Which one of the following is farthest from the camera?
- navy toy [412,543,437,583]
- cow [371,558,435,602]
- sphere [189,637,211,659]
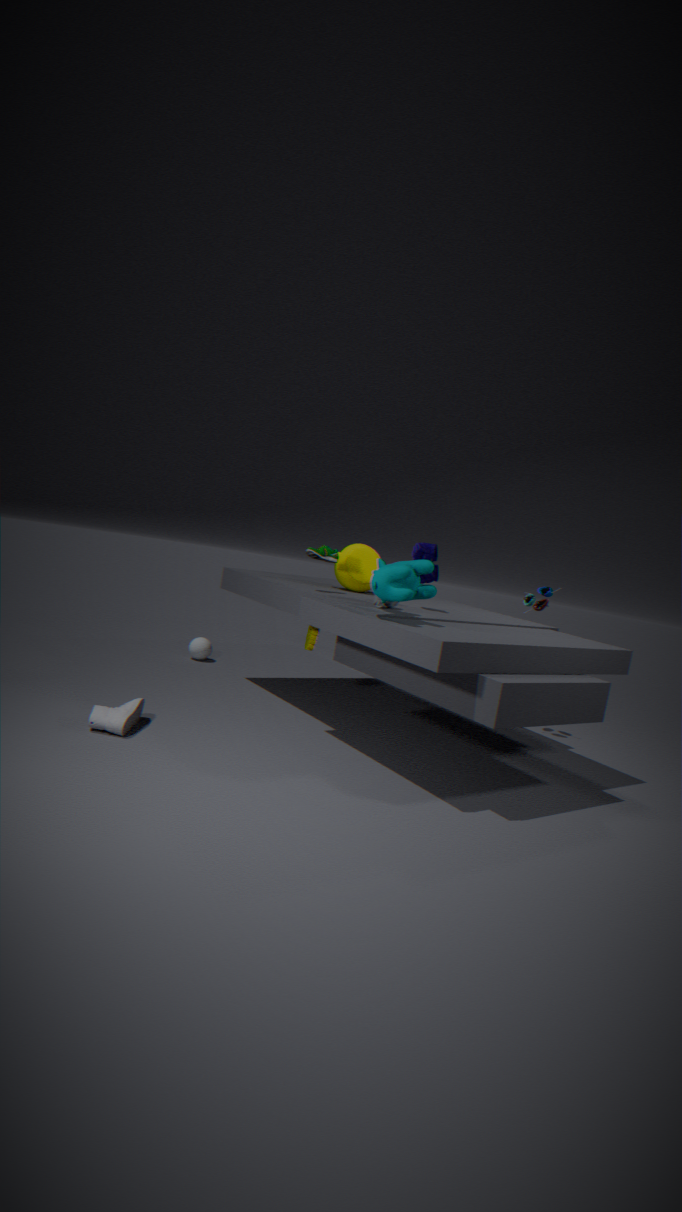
sphere [189,637,211,659]
